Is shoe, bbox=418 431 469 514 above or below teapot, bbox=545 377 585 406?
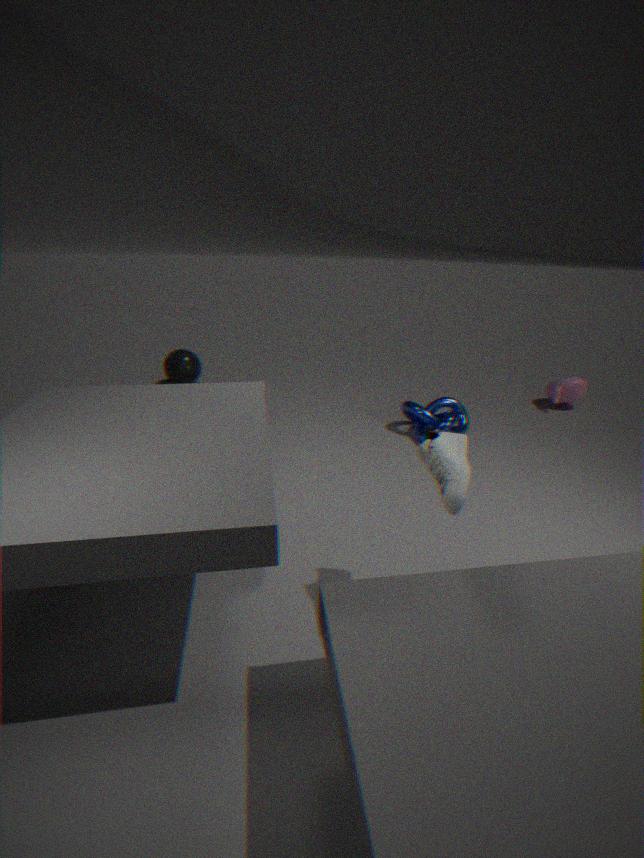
above
